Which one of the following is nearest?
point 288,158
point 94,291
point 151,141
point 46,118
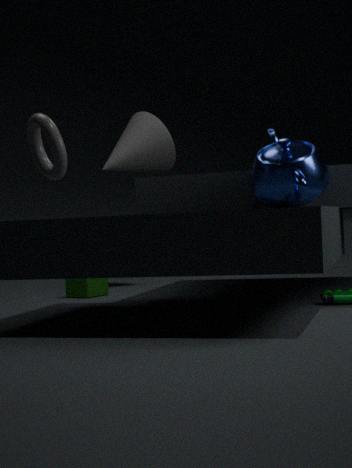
point 46,118
